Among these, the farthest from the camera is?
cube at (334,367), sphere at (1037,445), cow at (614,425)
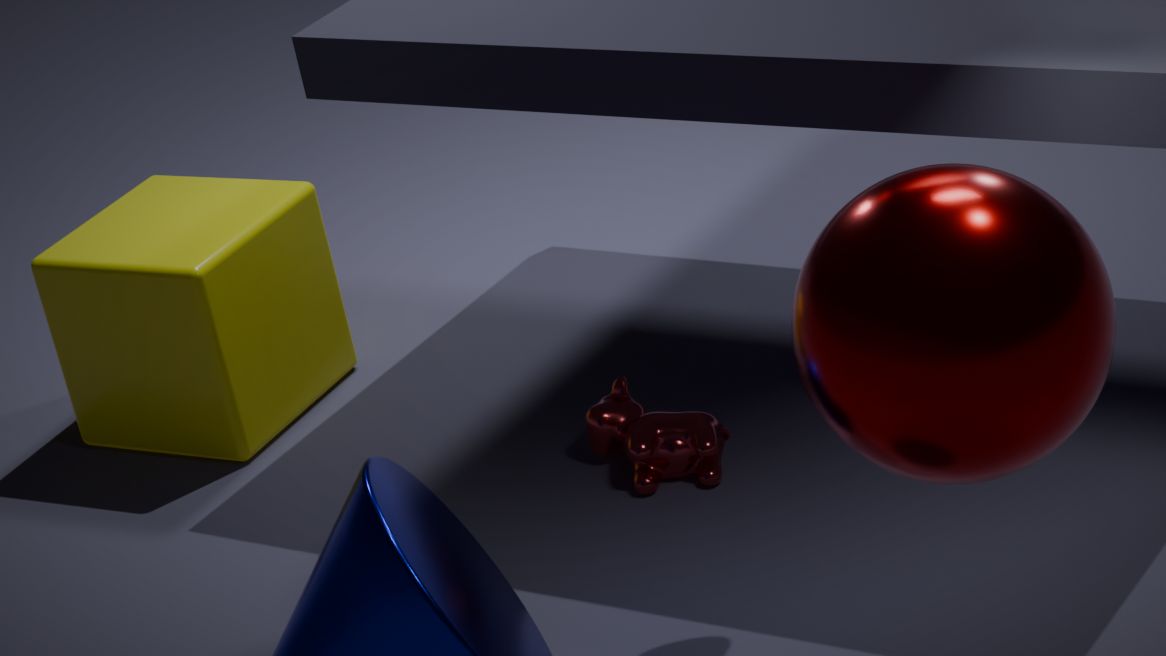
cube at (334,367)
